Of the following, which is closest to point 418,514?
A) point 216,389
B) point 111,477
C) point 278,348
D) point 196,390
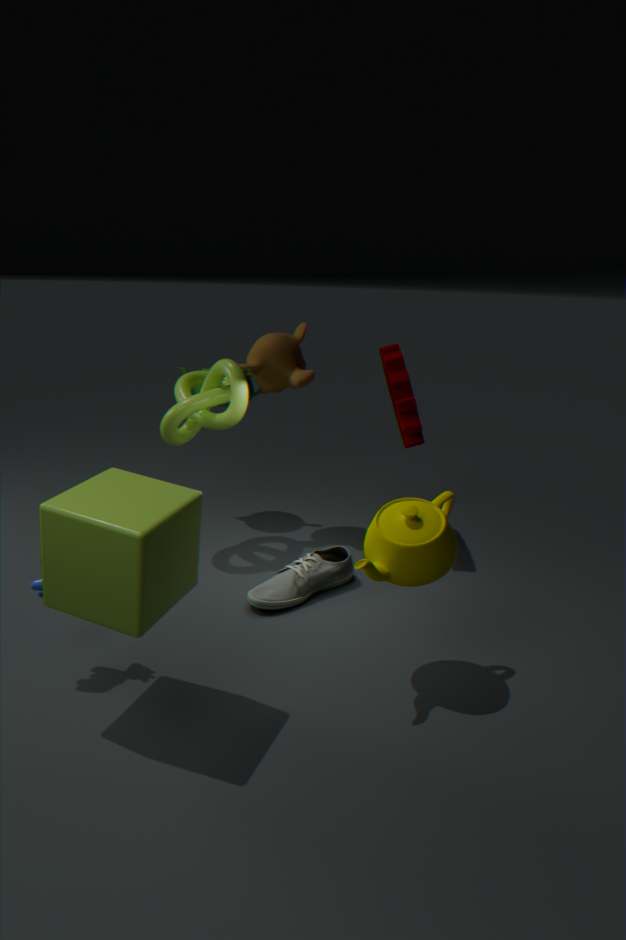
point 111,477
